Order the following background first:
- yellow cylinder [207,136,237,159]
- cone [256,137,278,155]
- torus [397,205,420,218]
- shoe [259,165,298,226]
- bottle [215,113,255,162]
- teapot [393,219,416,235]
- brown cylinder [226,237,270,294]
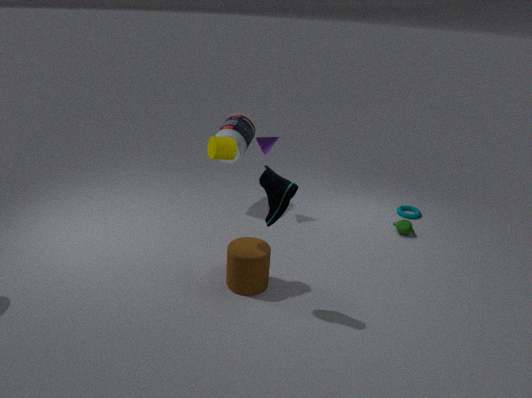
torus [397,205,420,218] < bottle [215,113,255,162] < teapot [393,219,416,235] < cone [256,137,278,155] < brown cylinder [226,237,270,294] < yellow cylinder [207,136,237,159] < shoe [259,165,298,226]
